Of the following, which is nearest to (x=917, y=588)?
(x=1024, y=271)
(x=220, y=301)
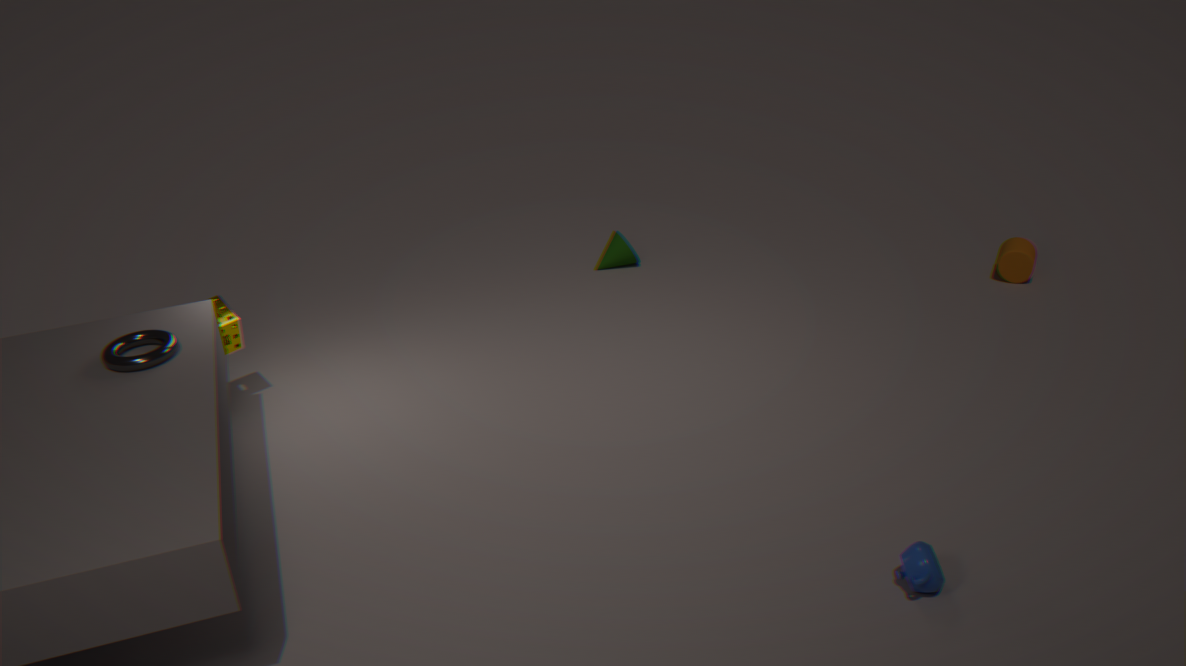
(x=1024, y=271)
